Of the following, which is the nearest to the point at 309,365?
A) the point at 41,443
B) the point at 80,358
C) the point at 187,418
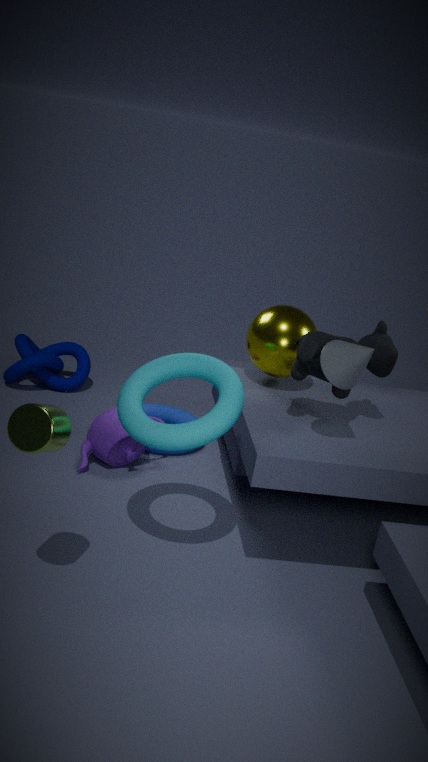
the point at 41,443
